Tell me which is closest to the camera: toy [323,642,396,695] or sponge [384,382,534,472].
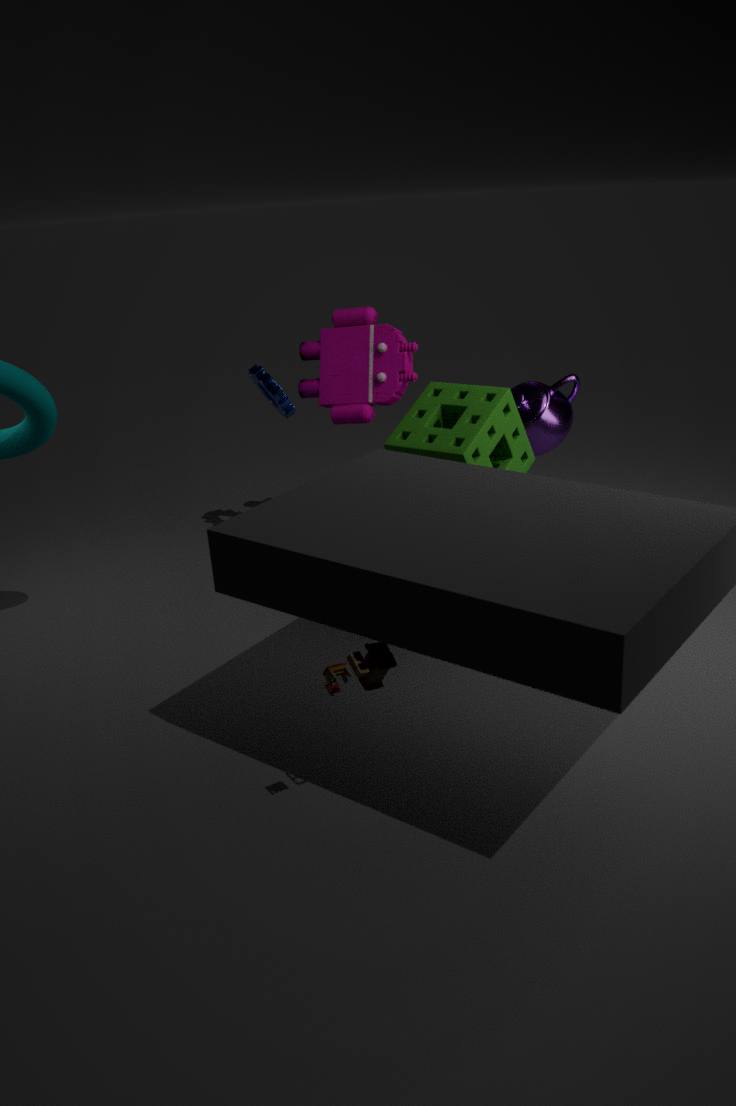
toy [323,642,396,695]
